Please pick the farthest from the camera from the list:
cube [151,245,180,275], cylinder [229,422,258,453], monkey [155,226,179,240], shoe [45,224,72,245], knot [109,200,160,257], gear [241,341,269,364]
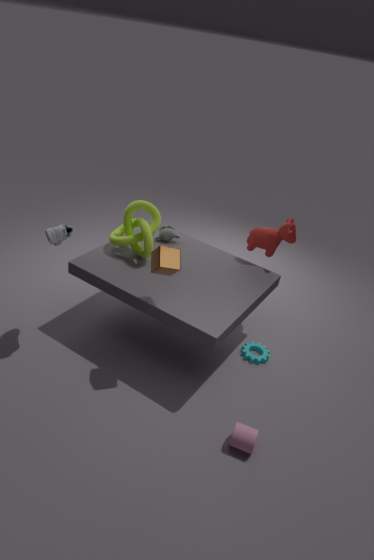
monkey [155,226,179,240]
